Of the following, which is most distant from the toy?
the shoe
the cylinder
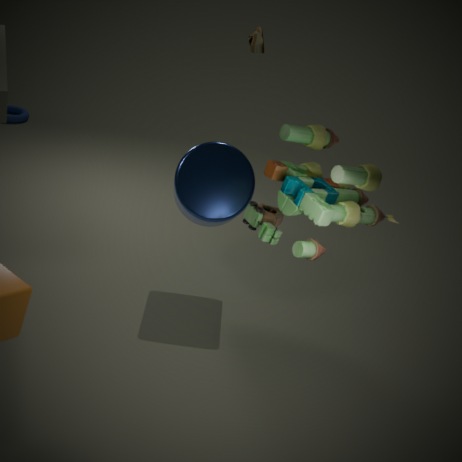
the shoe
